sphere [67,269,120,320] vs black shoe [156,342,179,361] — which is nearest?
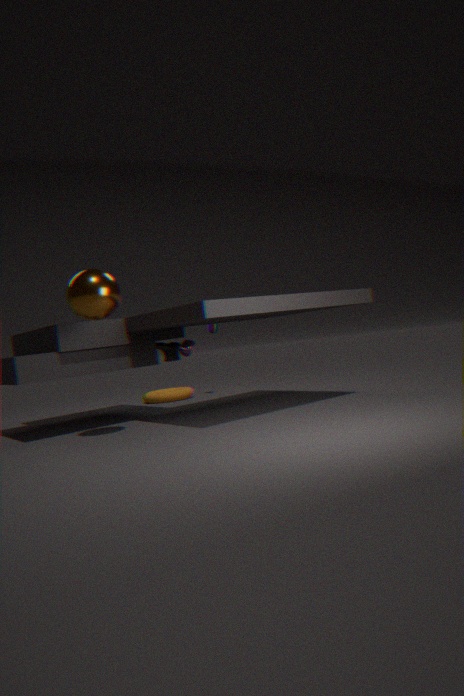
sphere [67,269,120,320]
